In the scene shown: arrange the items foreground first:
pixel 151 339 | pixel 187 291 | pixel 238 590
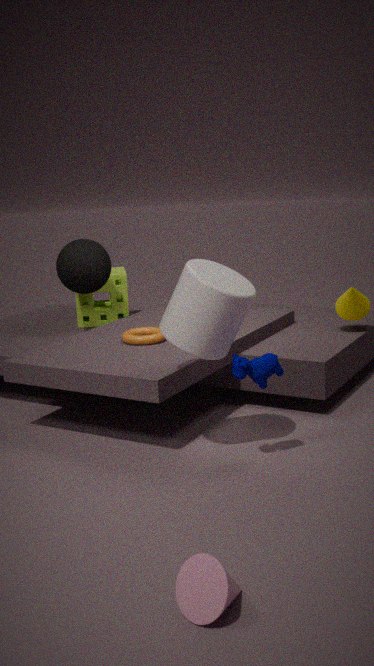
pixel 238 590, pixel 187 291, pixel 151 339
